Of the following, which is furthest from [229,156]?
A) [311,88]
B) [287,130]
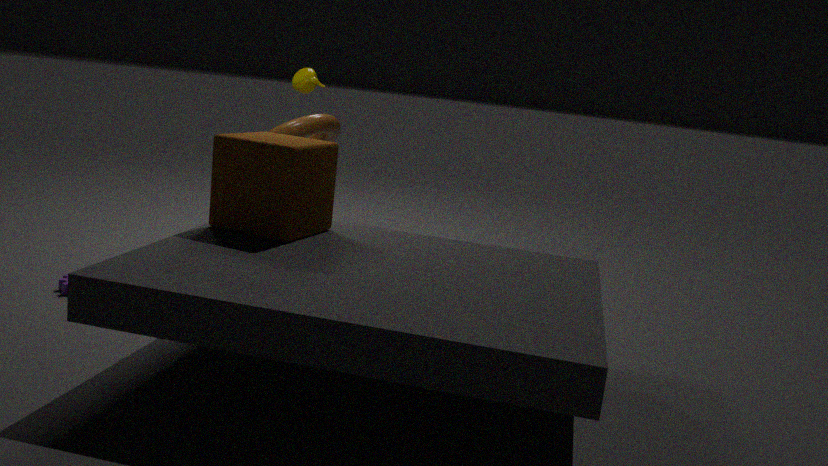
[311,88]
